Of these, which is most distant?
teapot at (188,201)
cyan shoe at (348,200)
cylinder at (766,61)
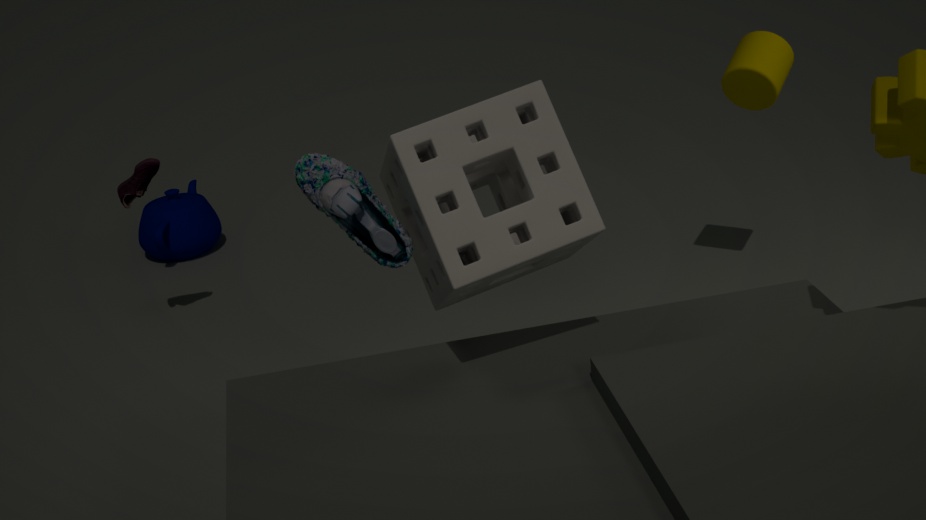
teapot at (188,201)
